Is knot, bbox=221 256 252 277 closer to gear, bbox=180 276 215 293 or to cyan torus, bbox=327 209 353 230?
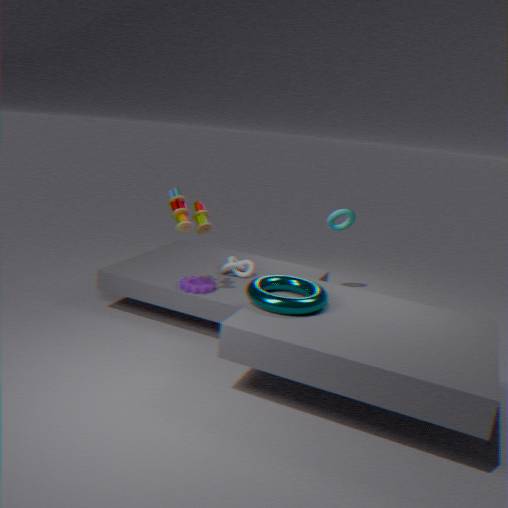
gear, bbox=180 276 215 293
